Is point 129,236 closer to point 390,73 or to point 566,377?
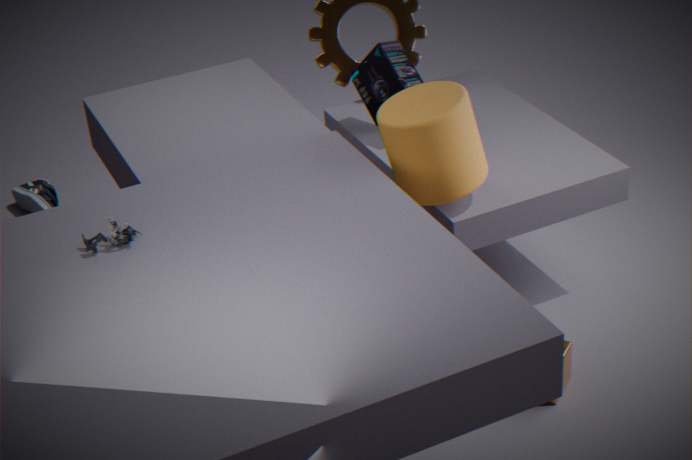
point 390,73
